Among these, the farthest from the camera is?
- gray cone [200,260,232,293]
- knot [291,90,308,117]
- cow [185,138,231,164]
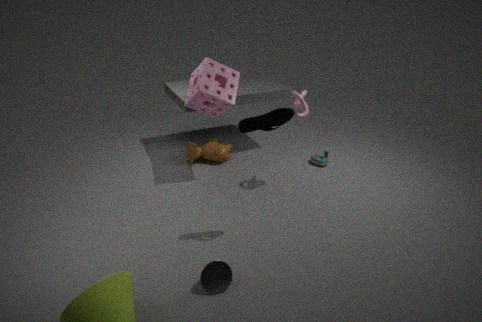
cow [185,138,231,164]
